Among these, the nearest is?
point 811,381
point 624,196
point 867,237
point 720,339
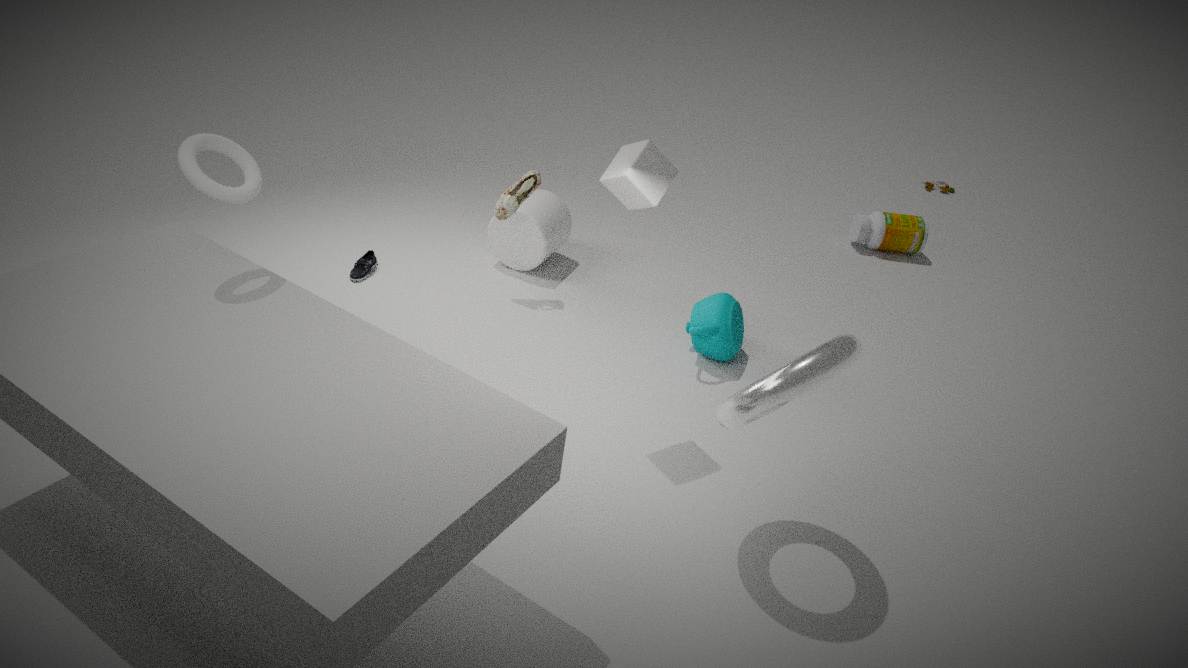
point 811,381
